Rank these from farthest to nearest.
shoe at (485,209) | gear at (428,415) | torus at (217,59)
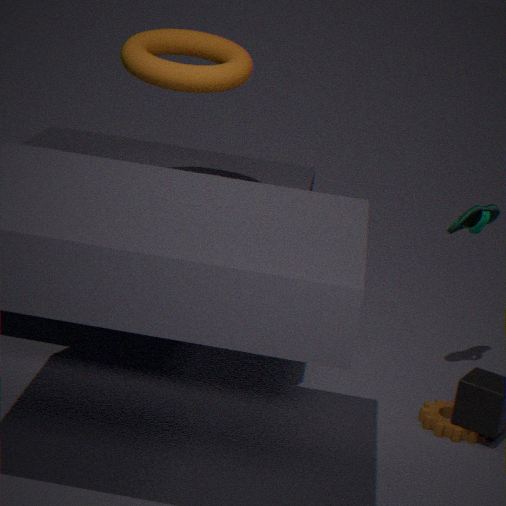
shoe at (485,209)
torus at (217,59)
gear at (428,415)
